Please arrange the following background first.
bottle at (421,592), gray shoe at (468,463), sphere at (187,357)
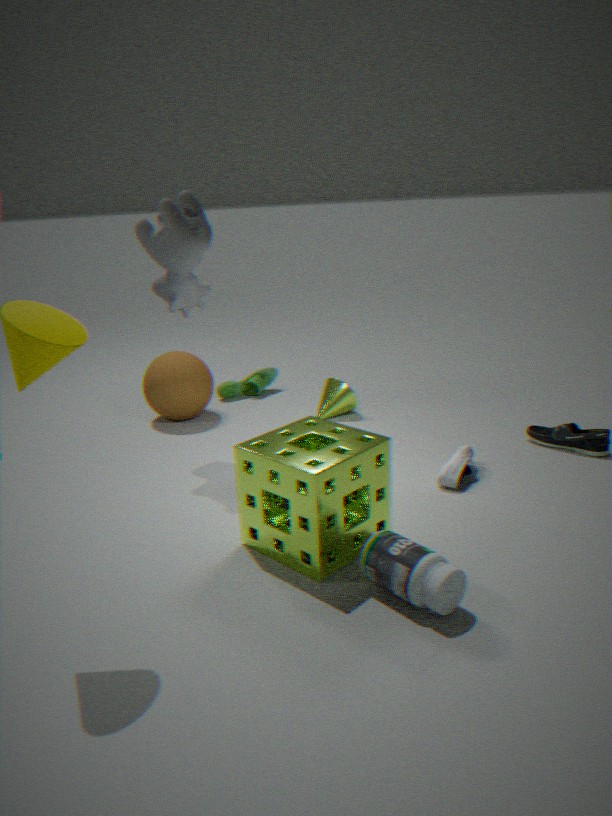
sphere at (187,357) → gray shoe at (468,463) → bottle at (421,592)
